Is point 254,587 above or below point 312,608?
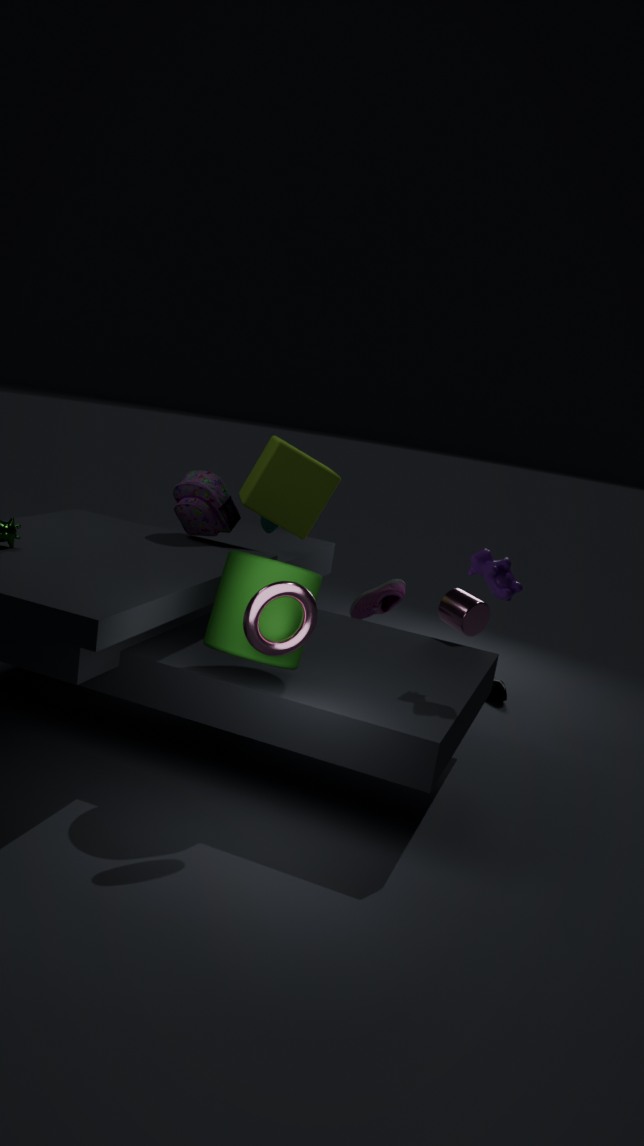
below
